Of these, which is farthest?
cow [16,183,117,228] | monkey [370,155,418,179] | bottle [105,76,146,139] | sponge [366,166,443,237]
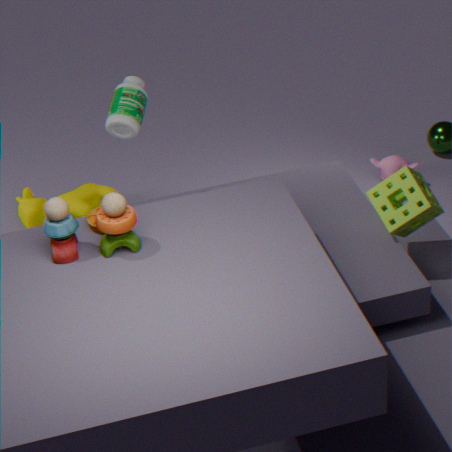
monkey [370,155,418,179]
